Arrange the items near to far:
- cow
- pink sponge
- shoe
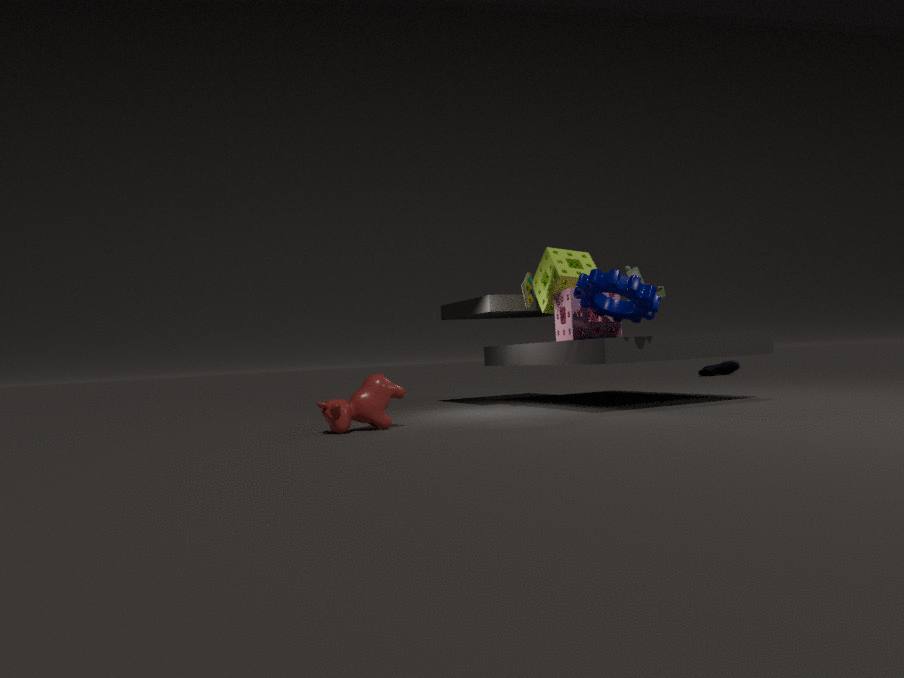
cow
pink sponge
shoe
